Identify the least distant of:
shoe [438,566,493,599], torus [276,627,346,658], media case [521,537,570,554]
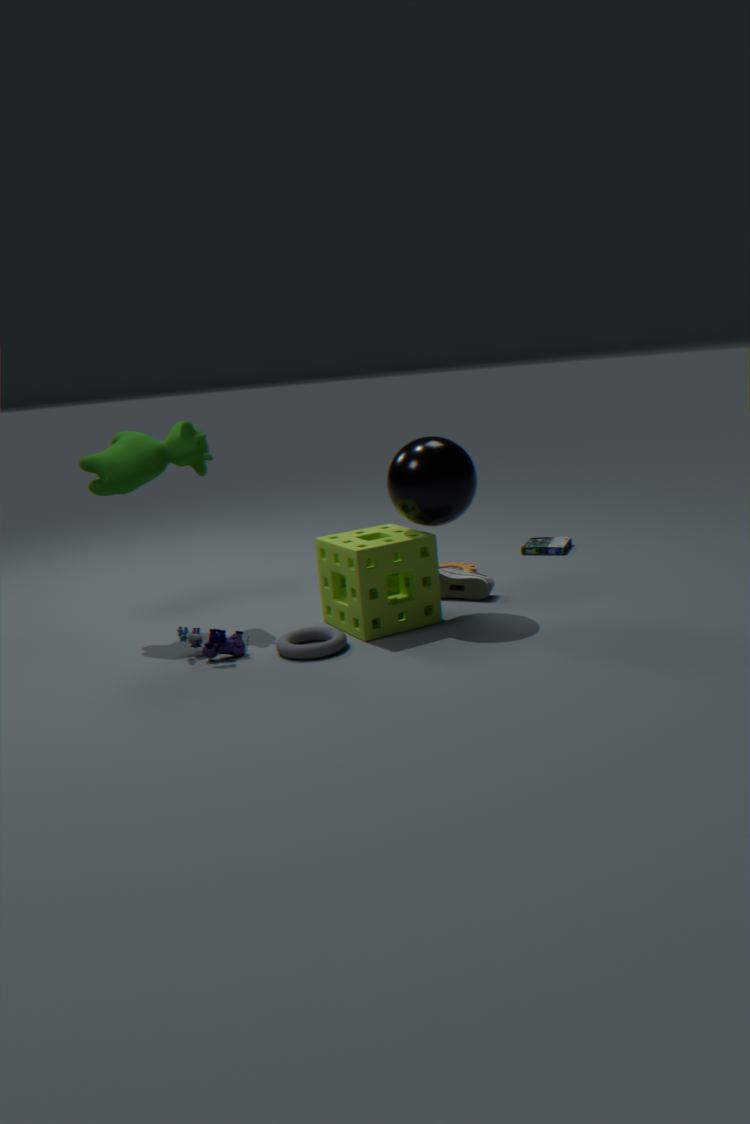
torus [276,627,346,658]
